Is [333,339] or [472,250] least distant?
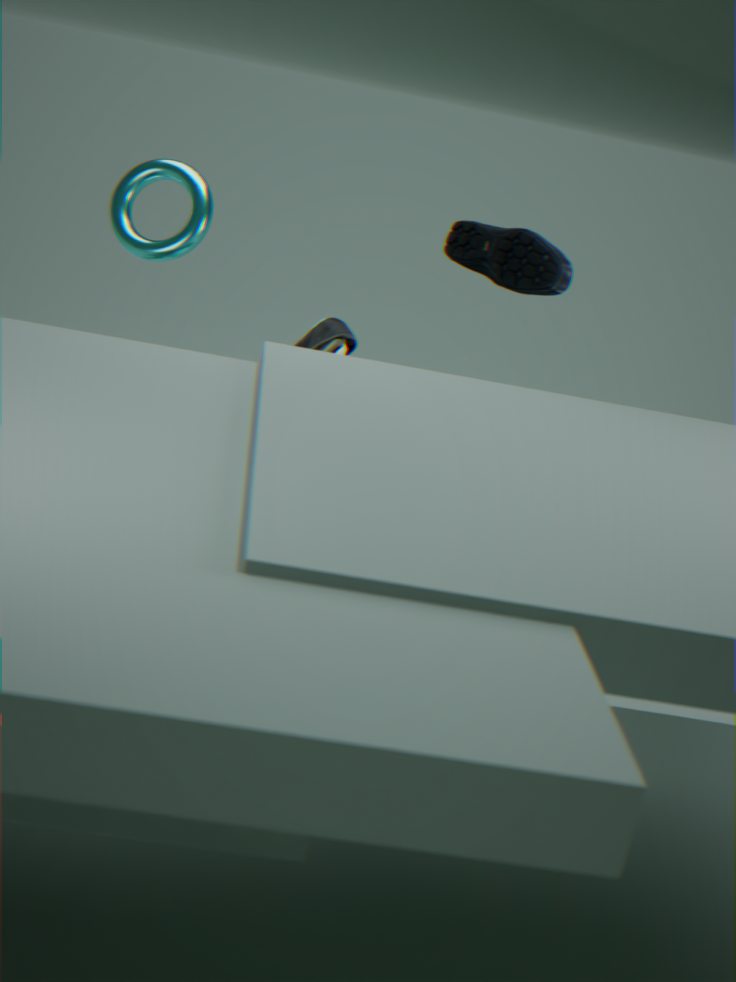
[472,250]
